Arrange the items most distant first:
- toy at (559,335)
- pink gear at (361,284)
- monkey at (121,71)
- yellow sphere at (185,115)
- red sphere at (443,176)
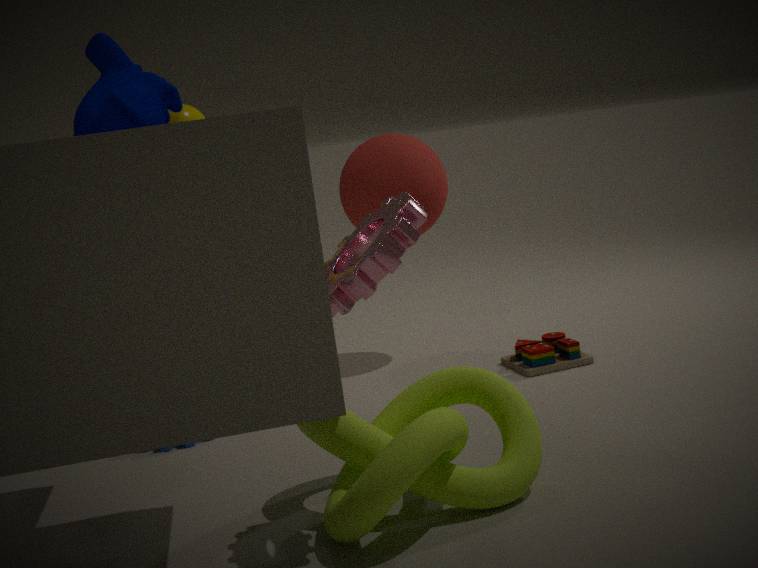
red sphere at (443,176) → yellow sphere at (185,115) → toy at (559,335) → monkey at (121,71) → pink gear at (361,284)
